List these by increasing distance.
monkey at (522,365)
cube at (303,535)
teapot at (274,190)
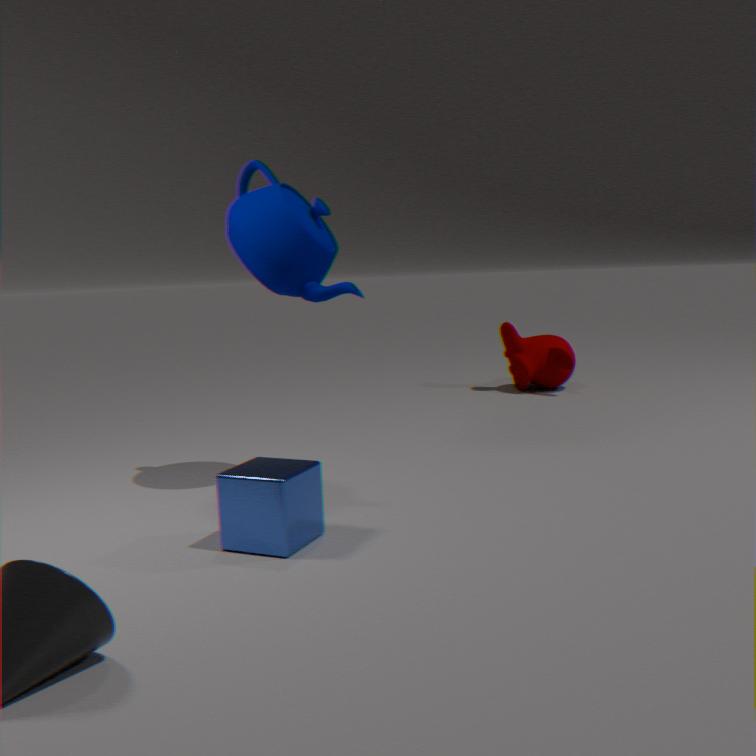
cube at (303,535), teapot at (274,190), monkey at (522,365)
